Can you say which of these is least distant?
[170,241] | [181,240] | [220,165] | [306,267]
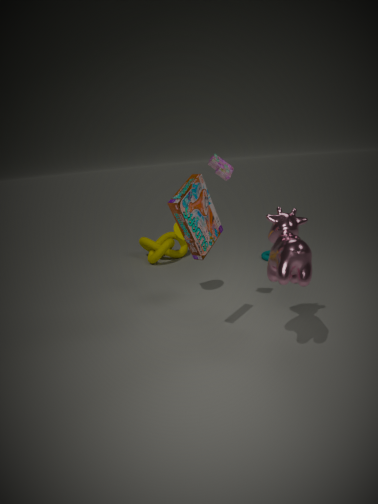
[306,267]
